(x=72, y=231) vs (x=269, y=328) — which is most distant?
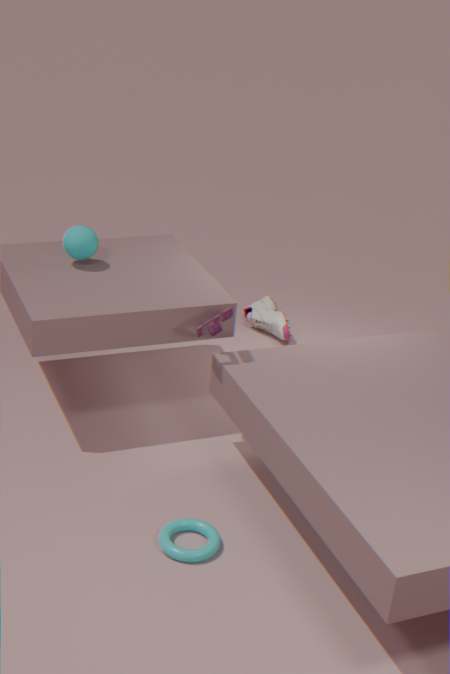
(x=269, y=328)
